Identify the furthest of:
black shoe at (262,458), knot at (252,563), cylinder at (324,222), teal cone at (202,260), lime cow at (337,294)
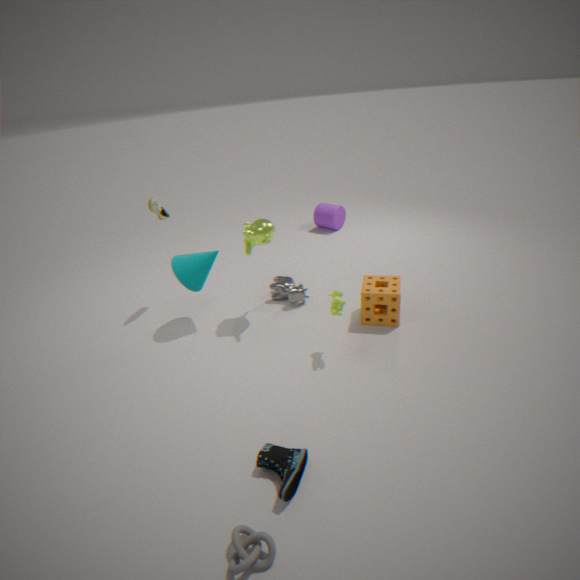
cylinder at (324,222)
